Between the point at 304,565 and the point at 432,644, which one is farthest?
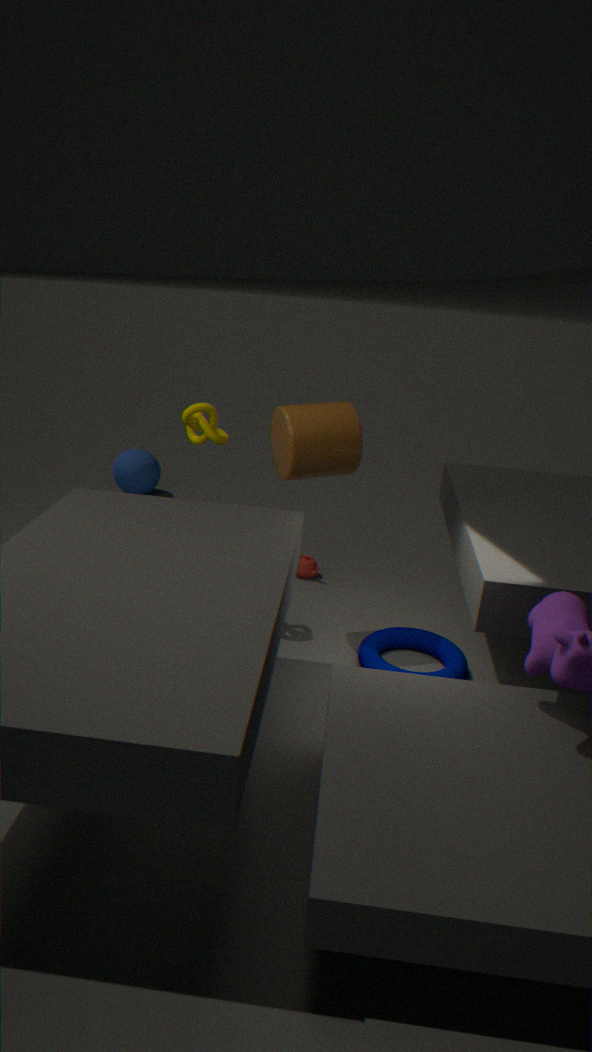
the point at 304,565
